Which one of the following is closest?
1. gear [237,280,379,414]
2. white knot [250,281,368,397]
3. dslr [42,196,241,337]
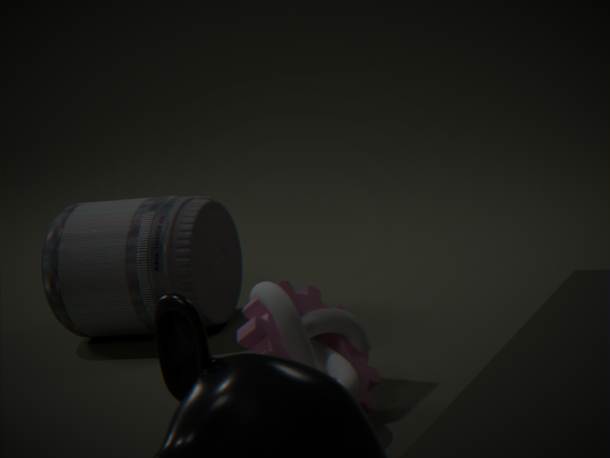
white knot [250,281,368,397]
